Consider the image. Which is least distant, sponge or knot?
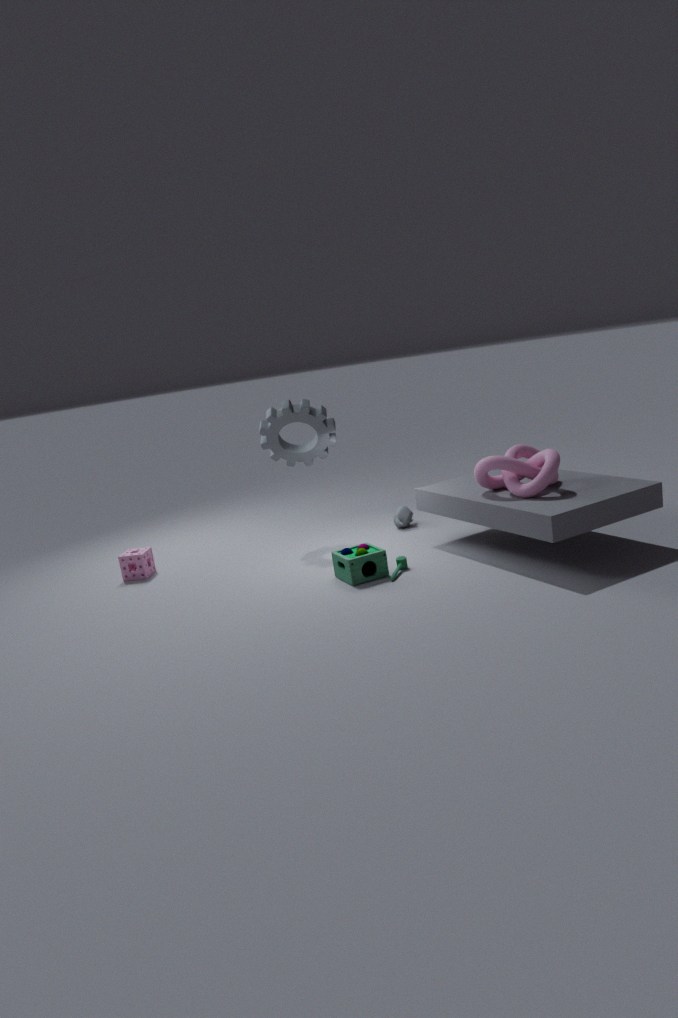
knot
